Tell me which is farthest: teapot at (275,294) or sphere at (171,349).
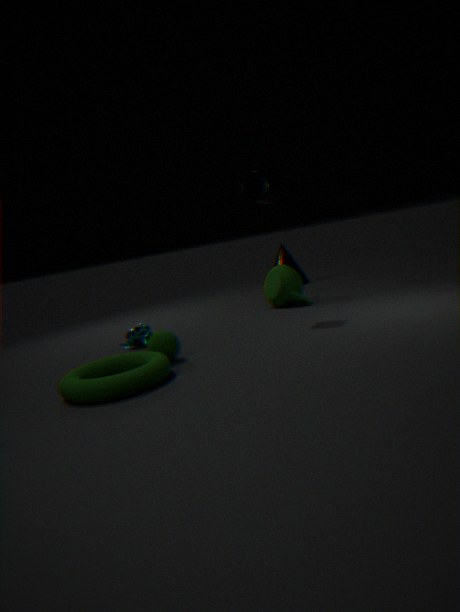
teapot at (275,294)
